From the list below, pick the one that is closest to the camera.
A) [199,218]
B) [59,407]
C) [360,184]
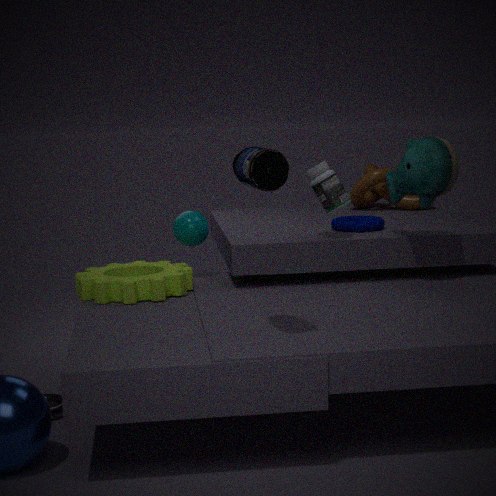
[59,407]
